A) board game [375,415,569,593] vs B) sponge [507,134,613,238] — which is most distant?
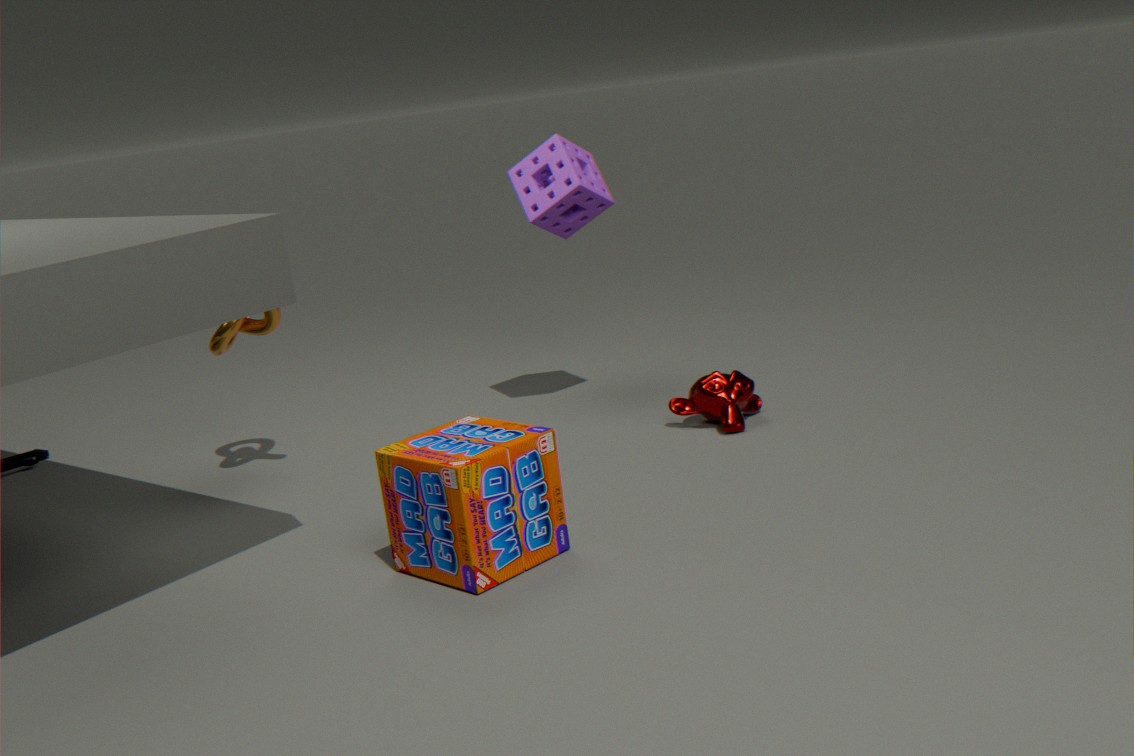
B. sponge [507,134,613,238]
